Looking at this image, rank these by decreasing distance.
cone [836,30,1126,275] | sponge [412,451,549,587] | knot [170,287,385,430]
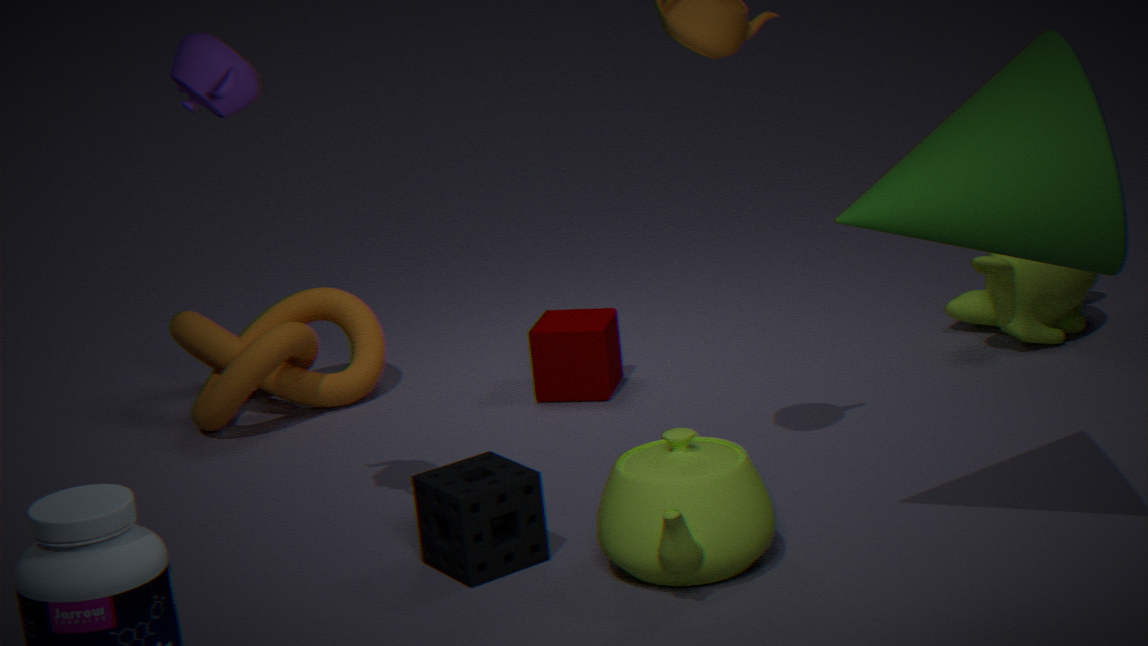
knot [170,287,385,430] < sponge [412,451,549,587] < cone [836,30,1126,275]
